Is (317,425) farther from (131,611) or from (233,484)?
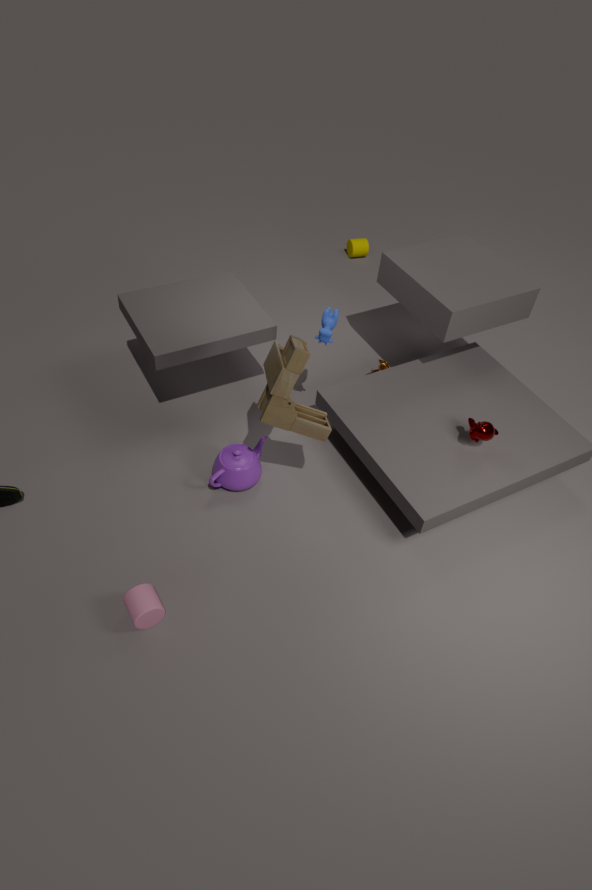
(131,611)
